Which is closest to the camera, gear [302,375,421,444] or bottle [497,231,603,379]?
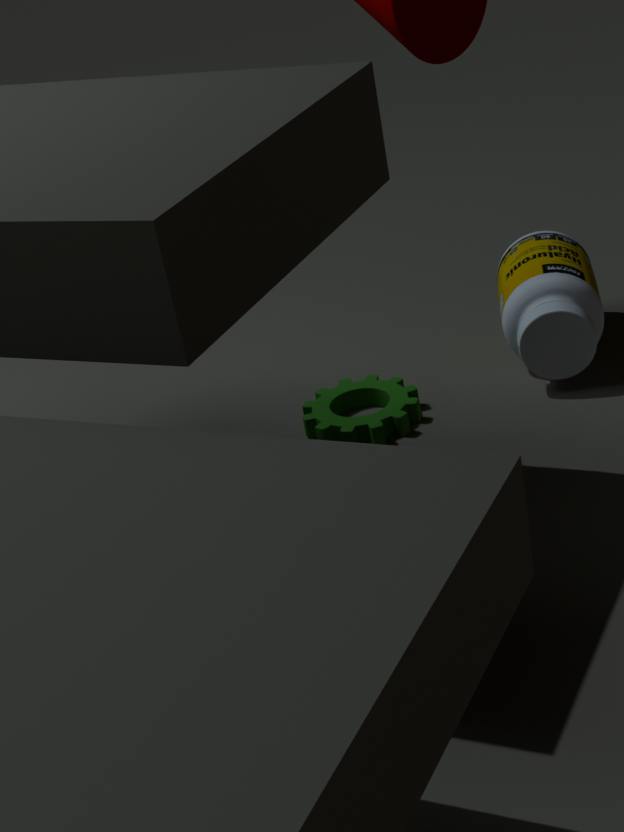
gear [302,375,421,444]
